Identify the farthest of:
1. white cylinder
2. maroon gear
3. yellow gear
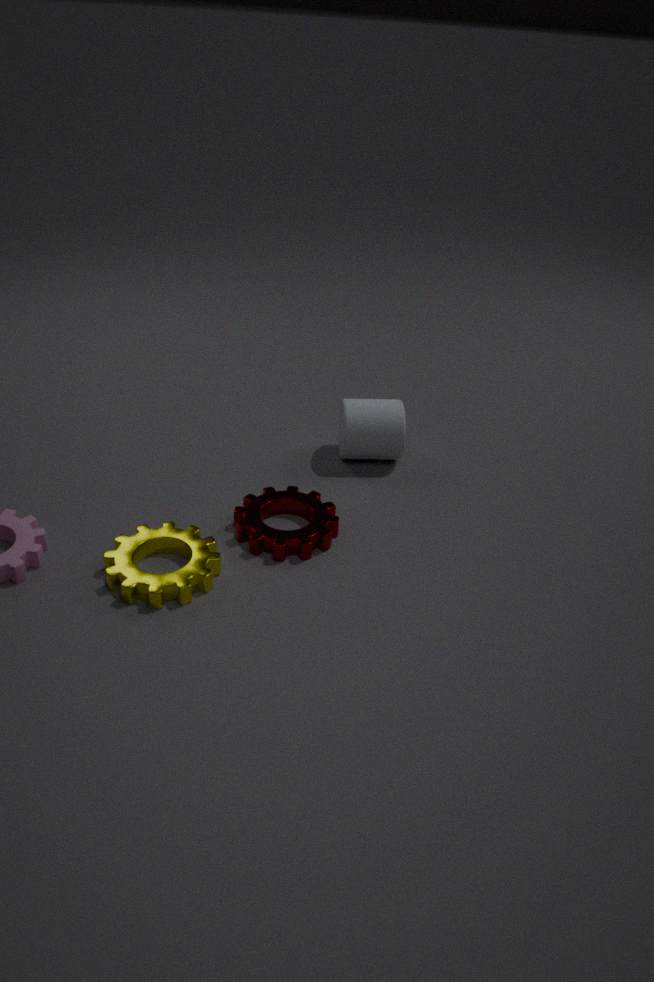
white cylinder
